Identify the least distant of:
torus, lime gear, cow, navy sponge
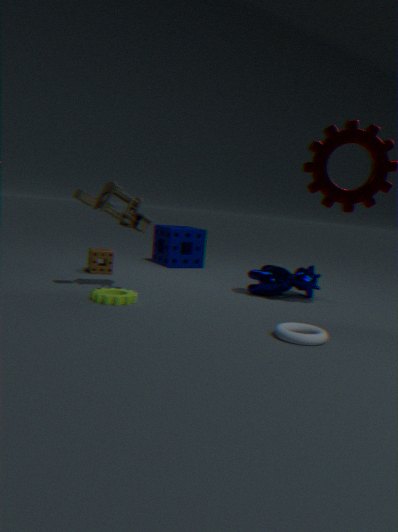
torus
